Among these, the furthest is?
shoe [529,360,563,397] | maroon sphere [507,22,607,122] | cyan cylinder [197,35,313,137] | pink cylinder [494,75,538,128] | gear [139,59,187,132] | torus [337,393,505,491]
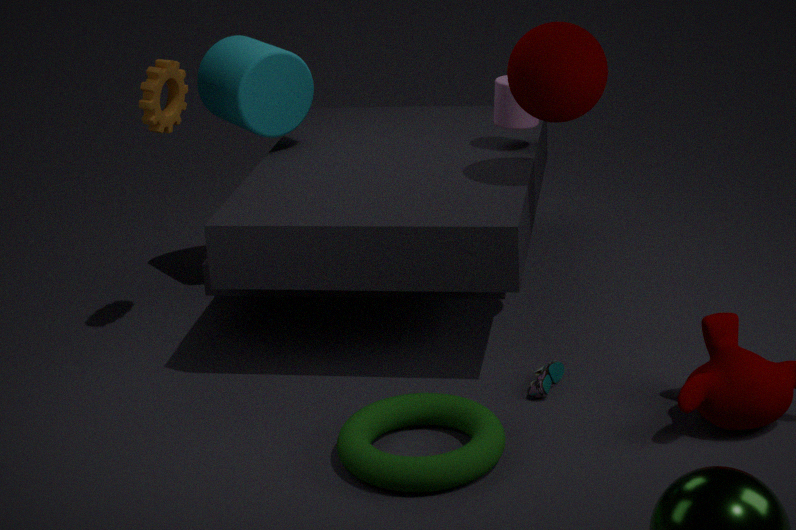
cyan cylinder [197,35,313,137]
